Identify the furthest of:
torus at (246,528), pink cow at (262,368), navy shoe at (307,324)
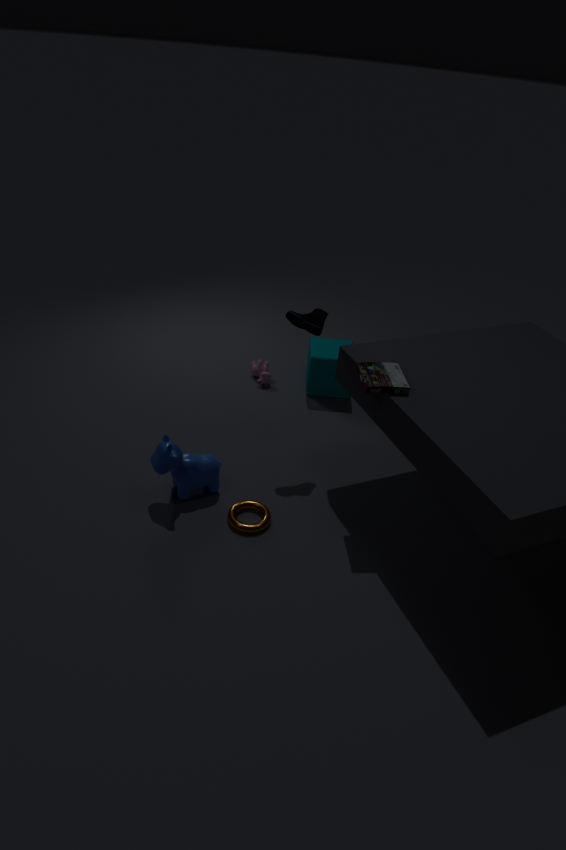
pink cow at (262,368)
